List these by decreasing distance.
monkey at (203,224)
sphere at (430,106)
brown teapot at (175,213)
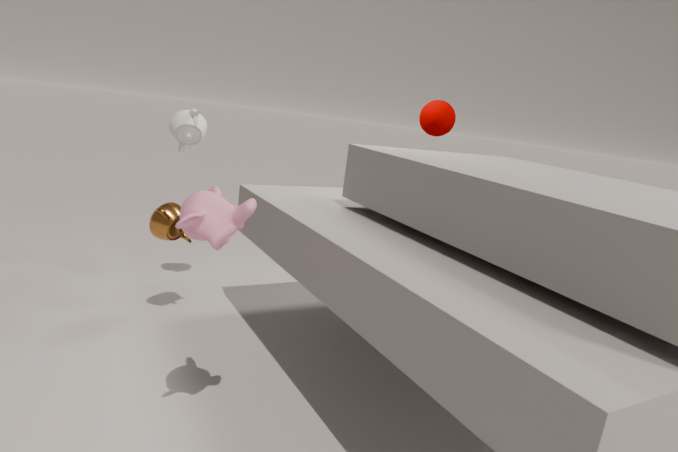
sphere at (430,106)
brown teapot at (175,213)
monkey at (203,224)
